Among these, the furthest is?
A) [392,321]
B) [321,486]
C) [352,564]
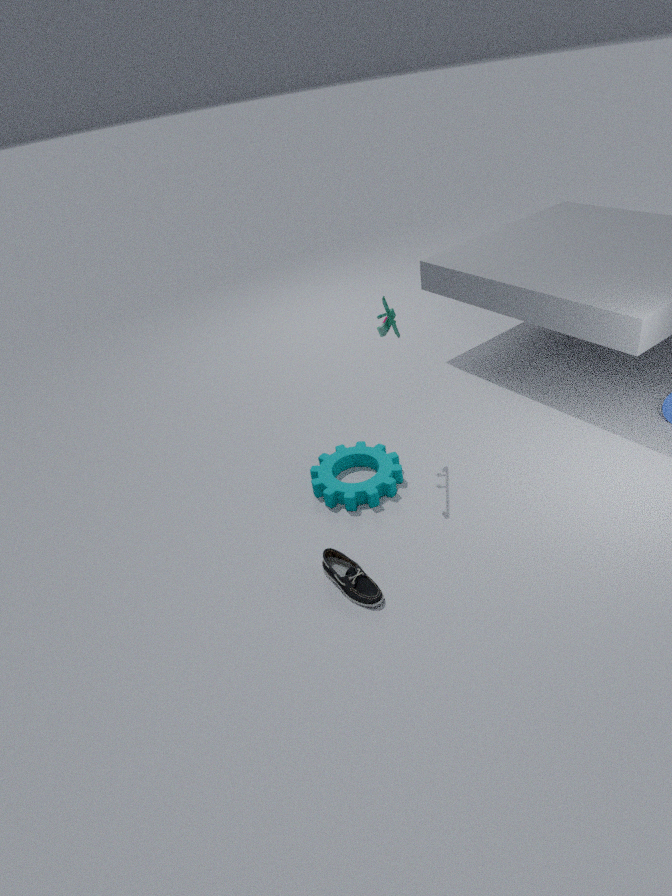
[321,486]
